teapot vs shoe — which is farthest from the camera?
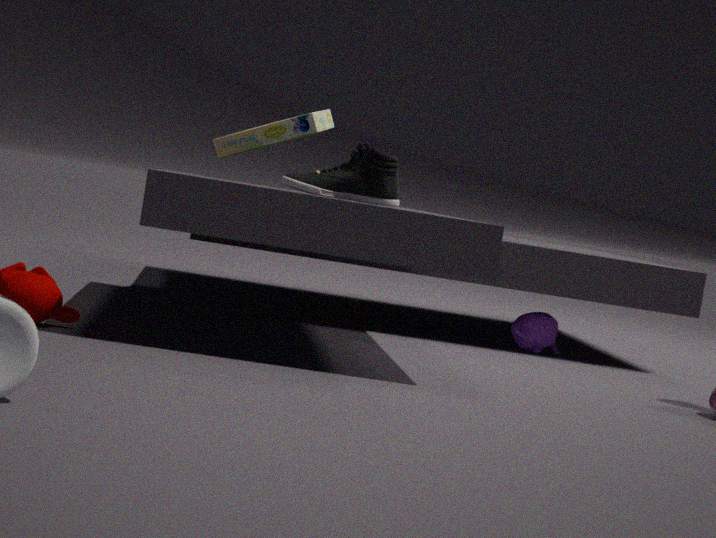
teapot
